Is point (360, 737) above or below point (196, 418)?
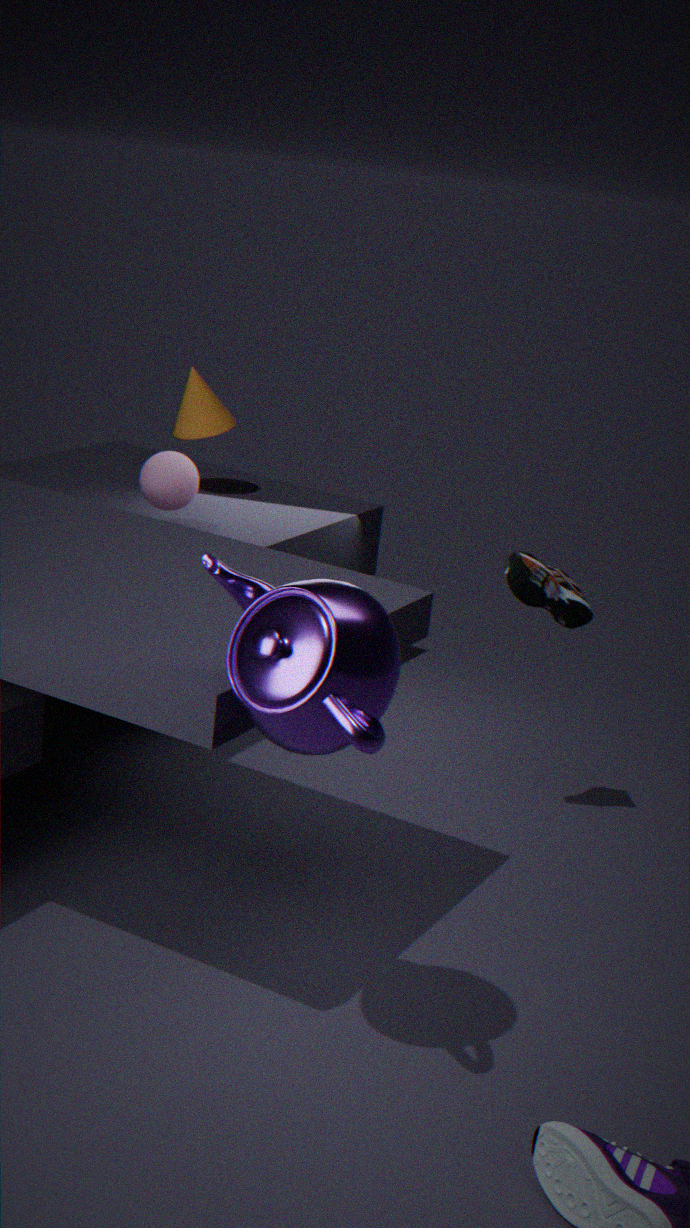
above
